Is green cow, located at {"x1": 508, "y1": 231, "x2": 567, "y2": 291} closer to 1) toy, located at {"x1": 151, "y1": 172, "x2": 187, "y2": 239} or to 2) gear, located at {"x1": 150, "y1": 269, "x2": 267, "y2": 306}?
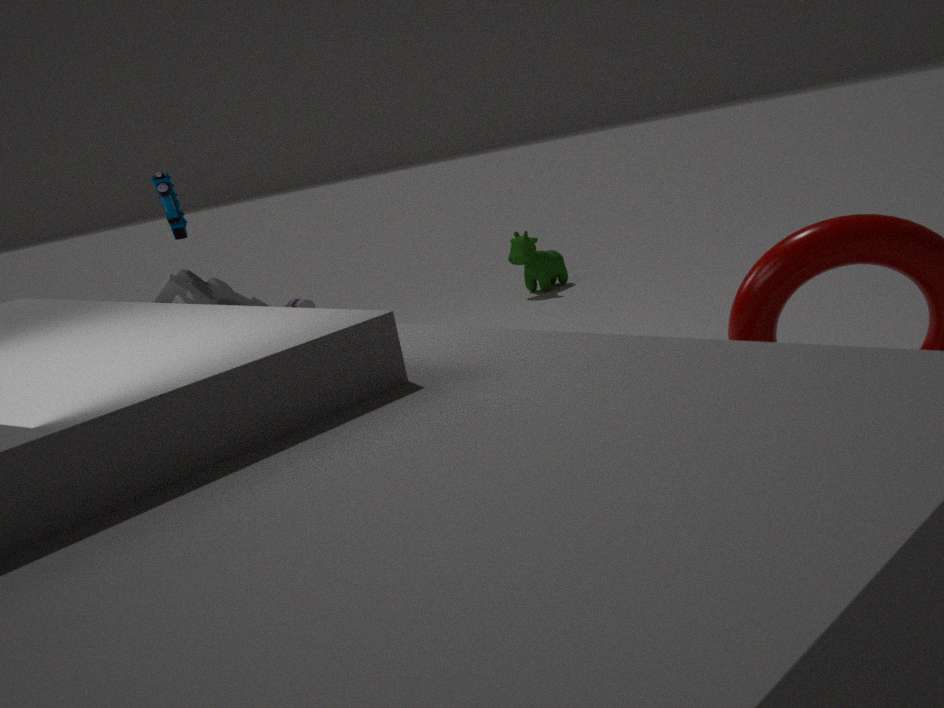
2) gear, located at {"x1": 150, "y1": 269, "x2": 267, "y2": 306}
